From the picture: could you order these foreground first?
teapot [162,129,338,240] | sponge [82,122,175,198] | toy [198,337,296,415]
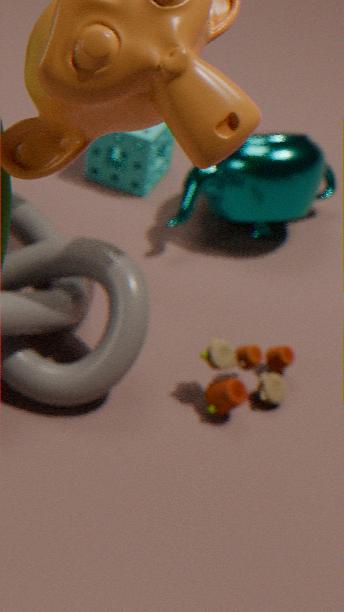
toy [198,337,296,415] → teapot [162,129,338,240] → sponge [82,122,175,198]
